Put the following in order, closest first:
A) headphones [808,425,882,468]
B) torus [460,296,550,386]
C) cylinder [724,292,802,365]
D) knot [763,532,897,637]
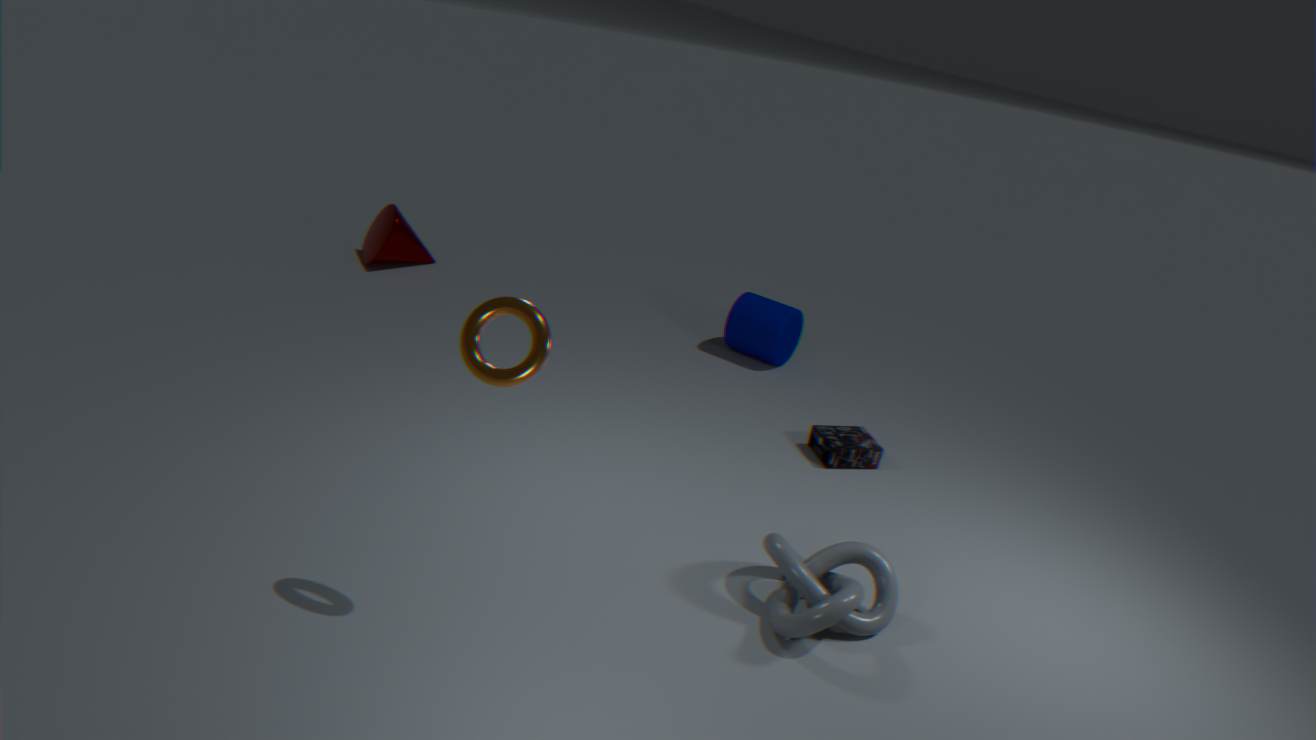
1. torus [460,296,550,386]
2. knot [763,532,897,637]
3. headphones [808,425,882,468]
4. cylinder [724,292,802,365]
